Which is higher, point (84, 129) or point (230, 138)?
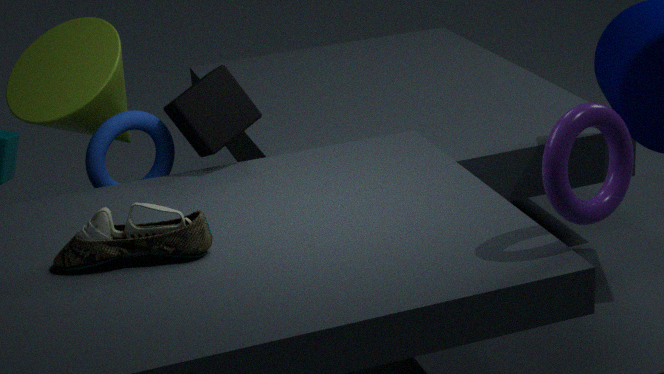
point (230, 138)
